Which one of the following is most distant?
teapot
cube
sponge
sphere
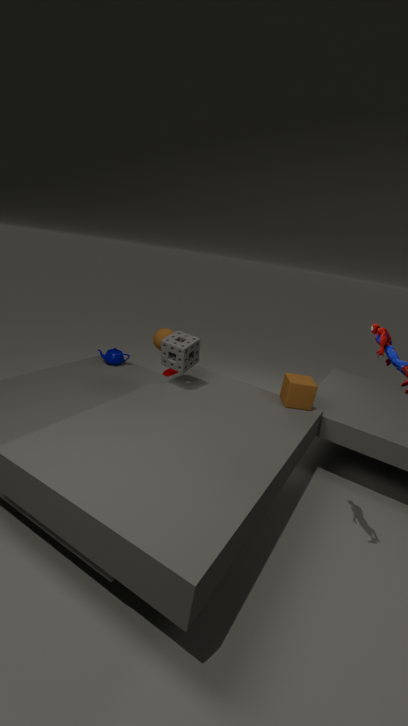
teapot
